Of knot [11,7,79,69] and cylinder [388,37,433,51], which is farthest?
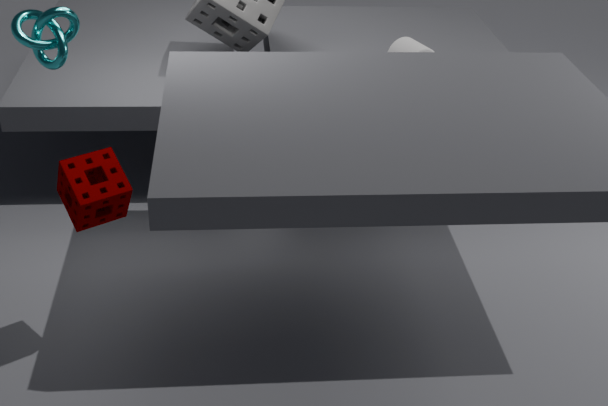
cylinder [388,37,433,51]
